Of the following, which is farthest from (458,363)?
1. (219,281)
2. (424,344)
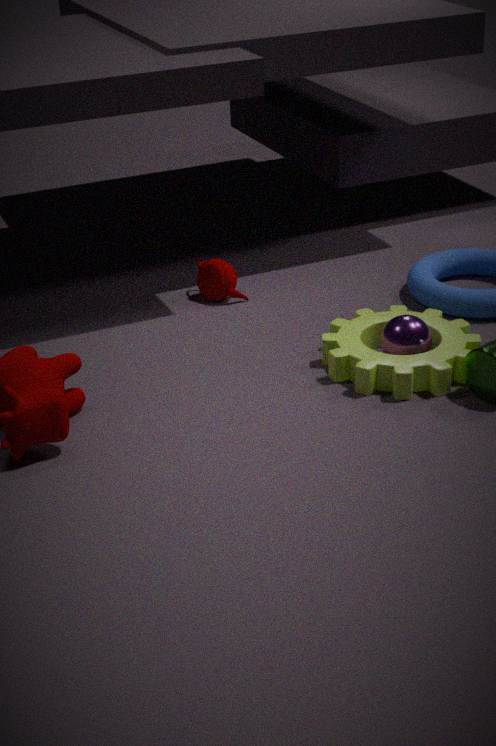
(219,281)
